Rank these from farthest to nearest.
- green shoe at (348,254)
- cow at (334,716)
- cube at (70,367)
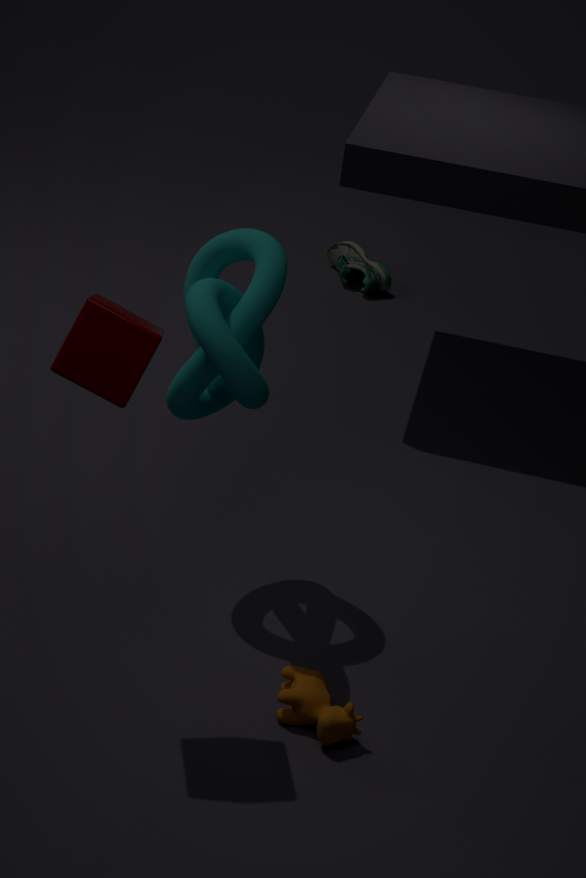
green shoe at (348,254) → cow at (334,716) → cube at (70,367)
